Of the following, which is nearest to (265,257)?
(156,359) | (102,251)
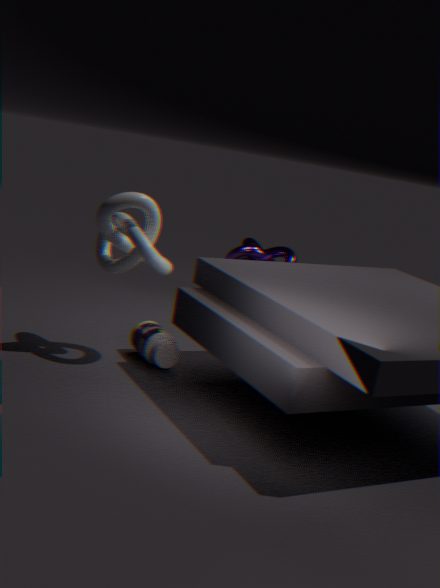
(156,359)
